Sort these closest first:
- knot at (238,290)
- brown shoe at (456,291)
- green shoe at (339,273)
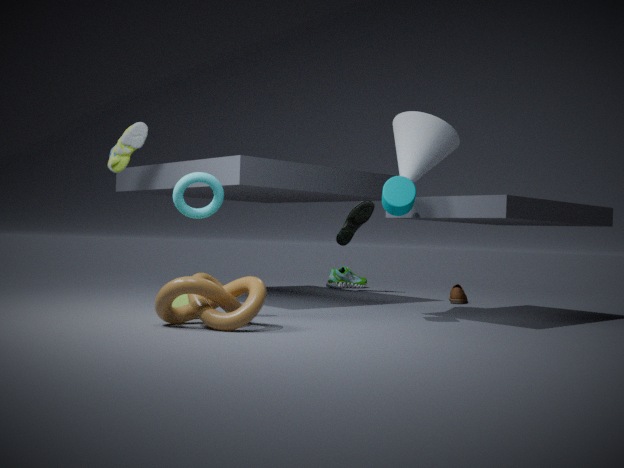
knot at (238,290) → brown shoe at (456,291) → green shoe at (339,273)
